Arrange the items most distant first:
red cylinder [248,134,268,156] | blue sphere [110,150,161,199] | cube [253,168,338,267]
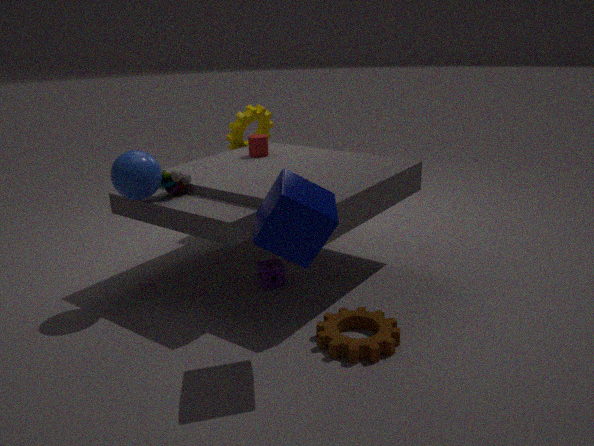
1. red cylinder [248,134,268,156]
2. blue sphere [110,150,161,199]
3. cube [253,168,338,267]
